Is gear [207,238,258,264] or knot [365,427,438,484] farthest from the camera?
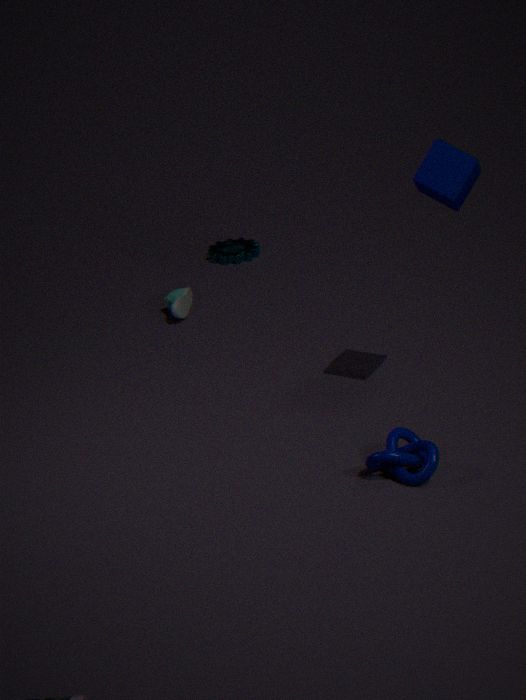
gear [207,238,258,264]
